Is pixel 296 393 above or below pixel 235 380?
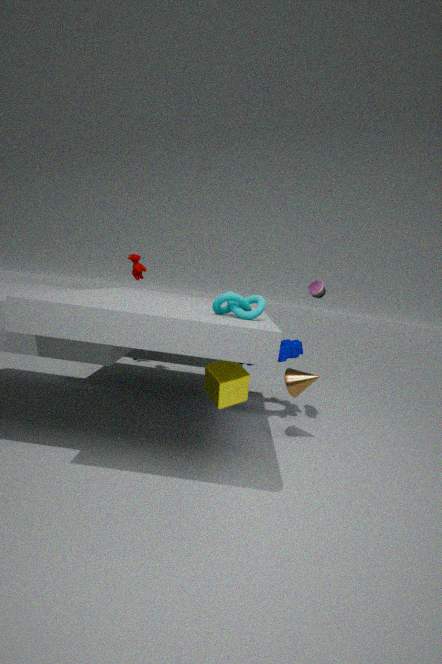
below
